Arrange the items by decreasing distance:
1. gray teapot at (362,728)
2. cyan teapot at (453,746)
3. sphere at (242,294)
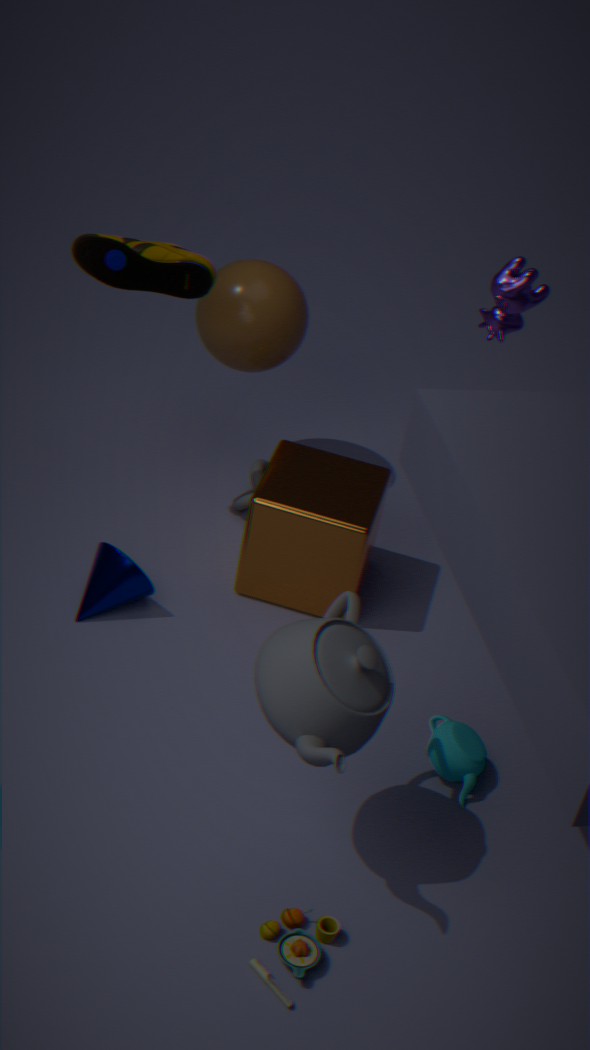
1. sphere at (242,294)
2. cyan teapot at (453,746)
3. gray teapot at (362,728)
